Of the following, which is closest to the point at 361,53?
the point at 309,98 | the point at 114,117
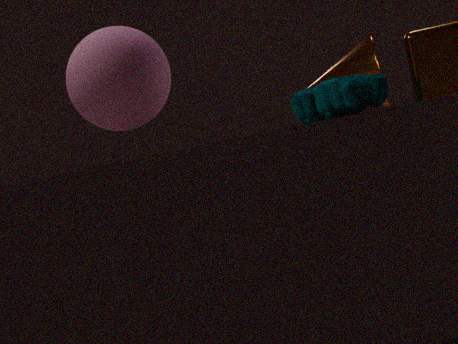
the point at 309,98
